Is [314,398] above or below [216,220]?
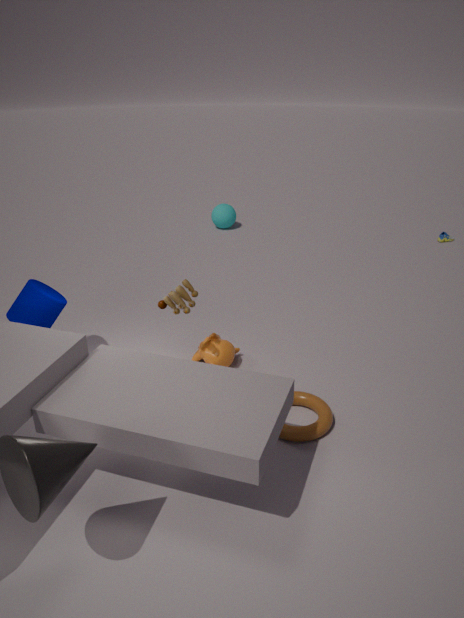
below
